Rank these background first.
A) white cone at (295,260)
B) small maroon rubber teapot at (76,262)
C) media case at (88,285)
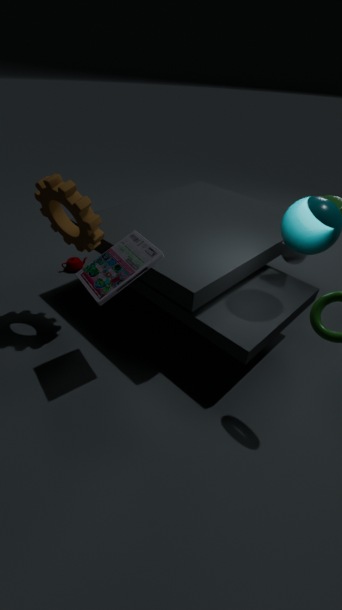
small maroon rubber teapot at (76,262), white cone at (295,260), media case at (88,285)
